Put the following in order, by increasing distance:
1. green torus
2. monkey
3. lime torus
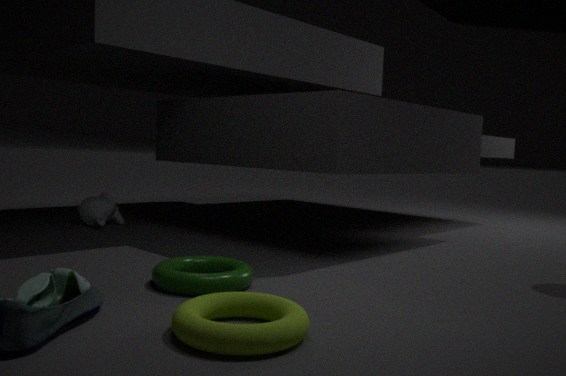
lime torus
green torus
monkey
